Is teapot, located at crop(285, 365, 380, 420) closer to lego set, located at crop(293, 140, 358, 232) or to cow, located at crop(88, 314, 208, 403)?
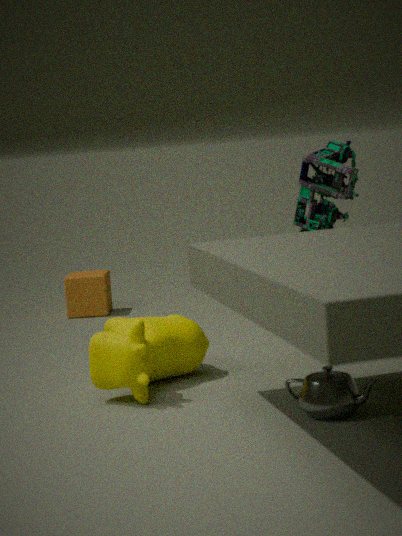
cow, located at crop(88, 314, 208, 403)
